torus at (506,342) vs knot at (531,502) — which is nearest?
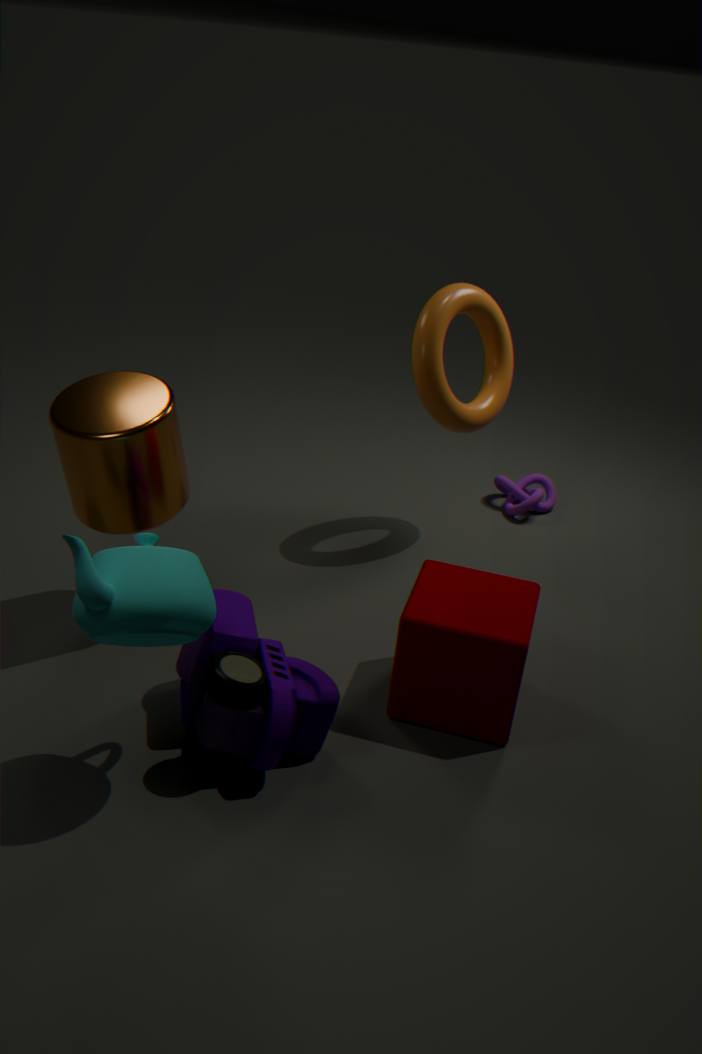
torus at (506,342)
